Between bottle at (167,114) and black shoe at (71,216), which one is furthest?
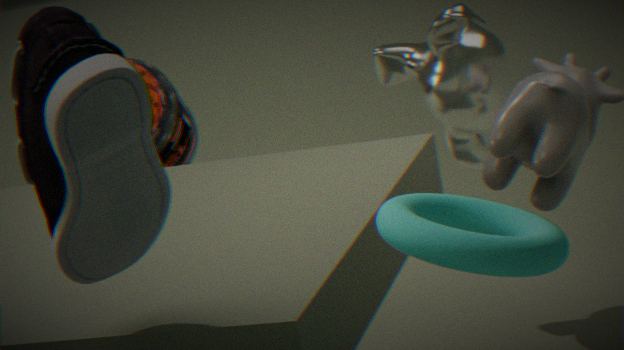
bottle at (167,114)
